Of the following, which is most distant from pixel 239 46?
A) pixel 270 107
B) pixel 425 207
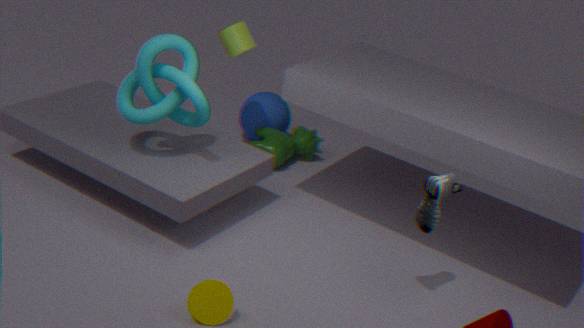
pixel 425 207
